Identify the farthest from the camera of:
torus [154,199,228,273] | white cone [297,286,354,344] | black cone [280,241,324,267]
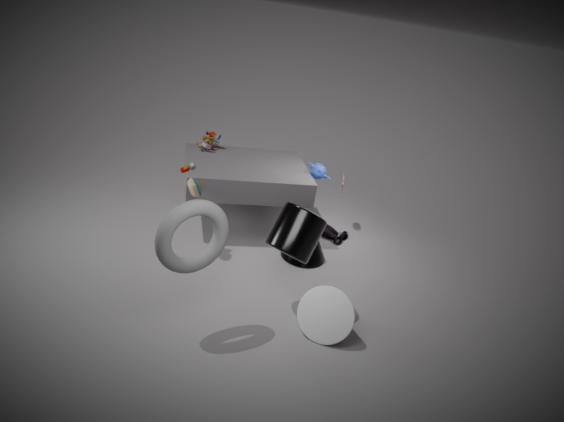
black cone [280,241,324,267]
